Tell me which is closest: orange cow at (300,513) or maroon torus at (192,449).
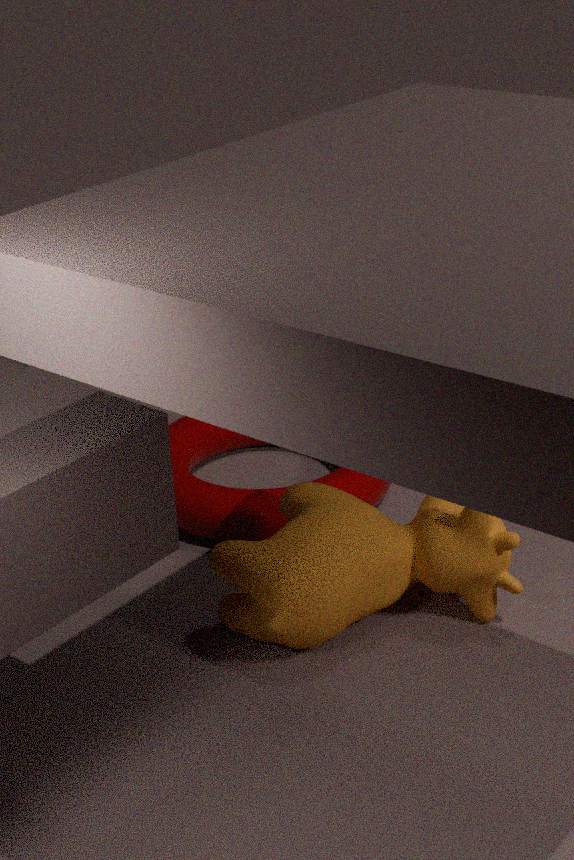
orange cow at (300,513)
